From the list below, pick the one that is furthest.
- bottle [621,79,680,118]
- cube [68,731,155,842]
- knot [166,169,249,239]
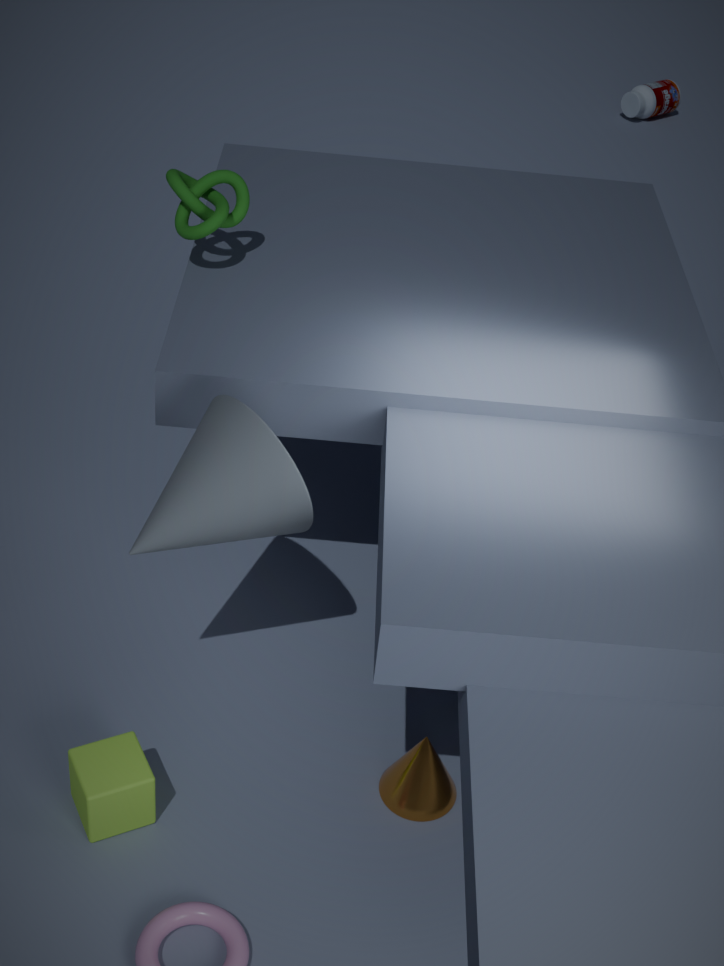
bottle [621,79,680,118]
